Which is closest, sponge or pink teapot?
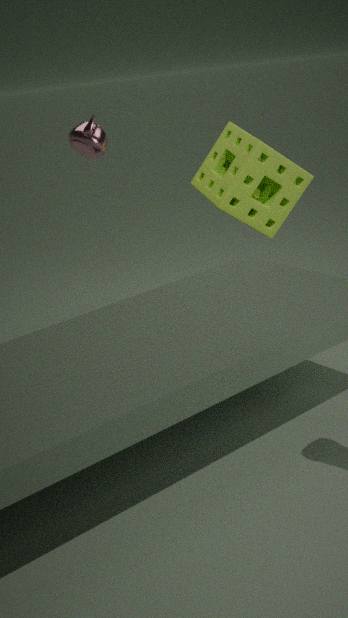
pink teapot
